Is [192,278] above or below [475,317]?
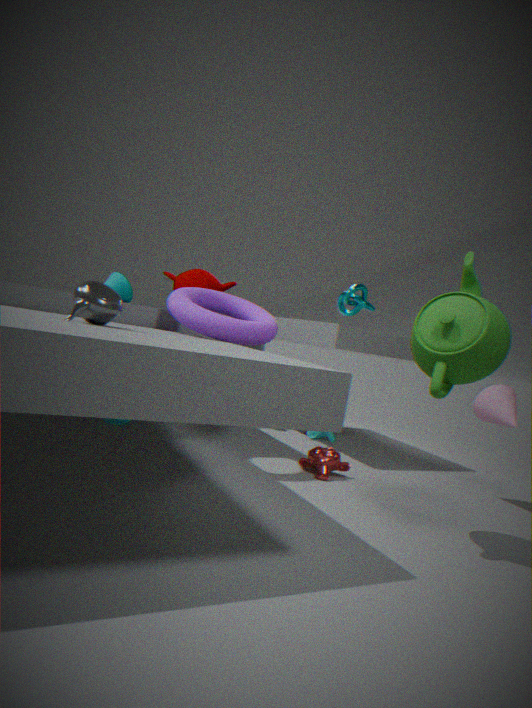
above
